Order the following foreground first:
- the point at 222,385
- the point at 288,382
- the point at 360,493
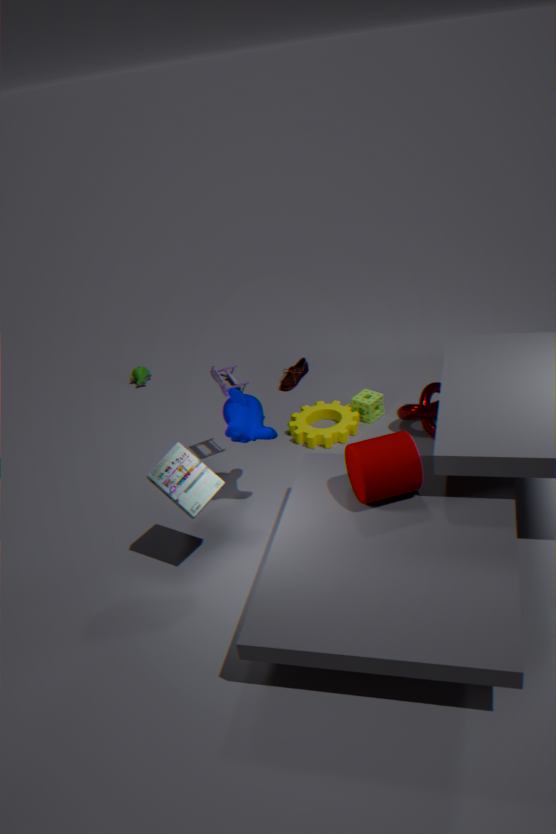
the point at 360,493, the point at 222,385, the point at 288,382
